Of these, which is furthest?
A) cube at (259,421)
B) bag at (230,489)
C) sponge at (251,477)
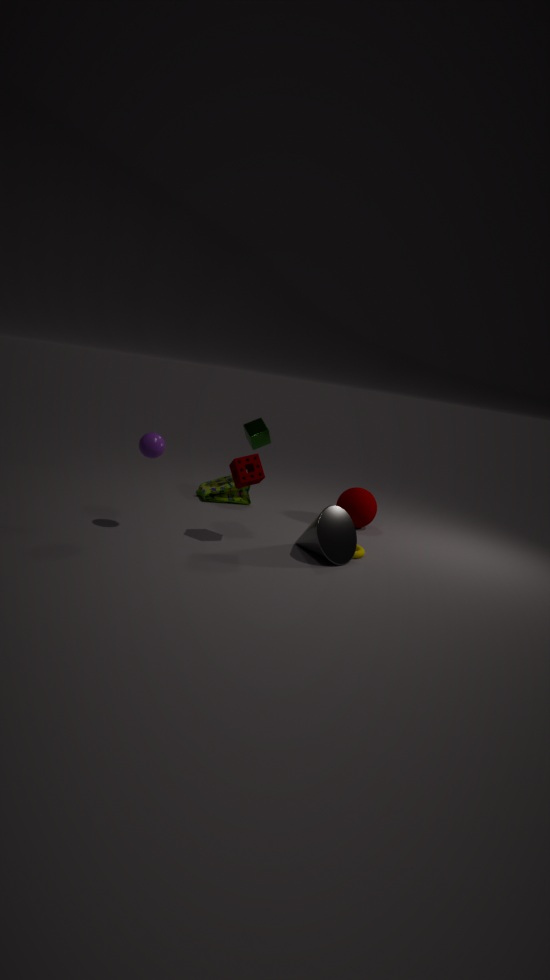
bag at (230,489)
